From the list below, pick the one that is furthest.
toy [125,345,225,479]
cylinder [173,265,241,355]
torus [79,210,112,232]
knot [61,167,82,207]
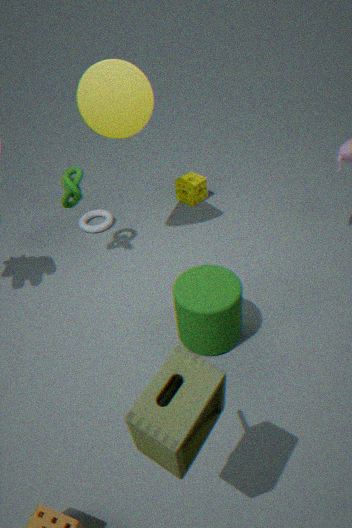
torus [79,210,112,232]
